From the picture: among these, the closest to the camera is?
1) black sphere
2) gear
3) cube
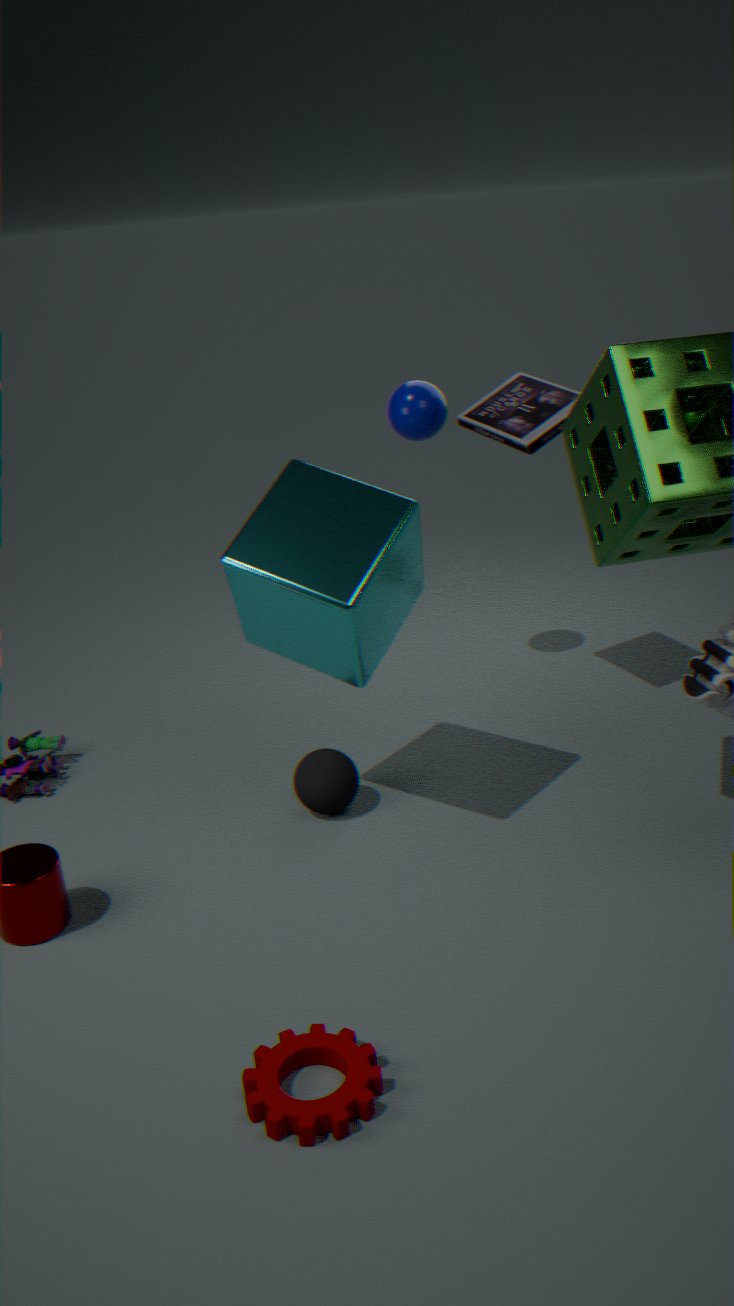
2. gear
